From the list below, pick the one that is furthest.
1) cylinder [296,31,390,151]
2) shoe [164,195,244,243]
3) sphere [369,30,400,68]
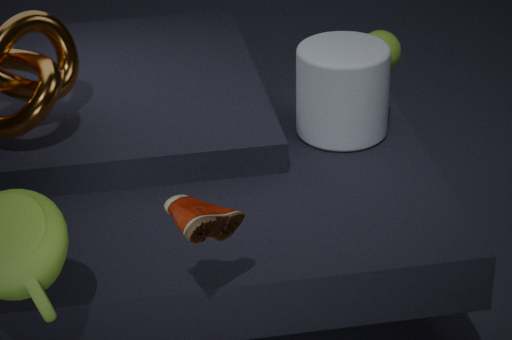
3. sphere [369,30,400,68]
